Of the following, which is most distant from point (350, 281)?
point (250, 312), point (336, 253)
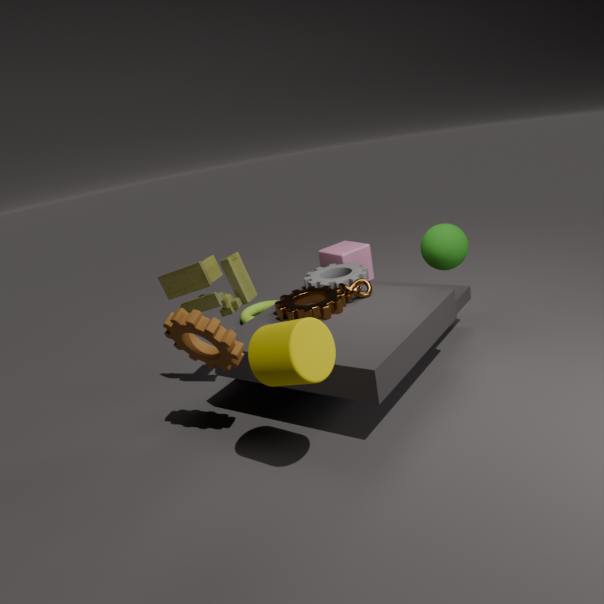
point (250, 312)
